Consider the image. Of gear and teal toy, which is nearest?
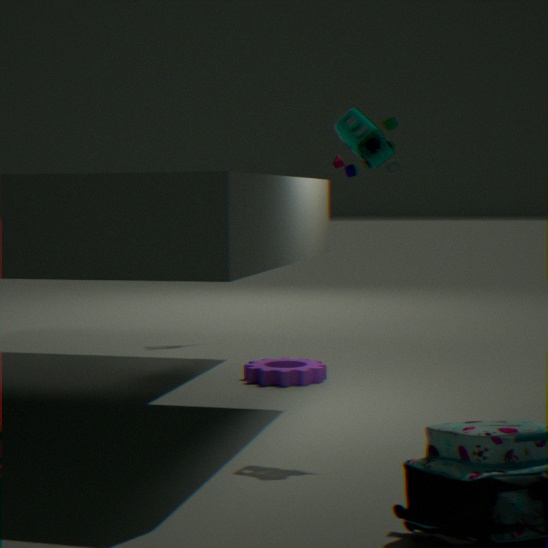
teal toy
